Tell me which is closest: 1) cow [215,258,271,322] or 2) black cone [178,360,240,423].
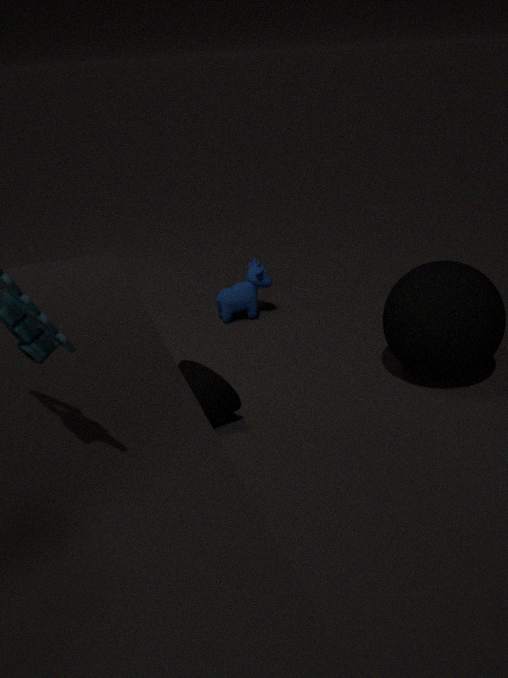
2. black cone [178,360,240,423]
